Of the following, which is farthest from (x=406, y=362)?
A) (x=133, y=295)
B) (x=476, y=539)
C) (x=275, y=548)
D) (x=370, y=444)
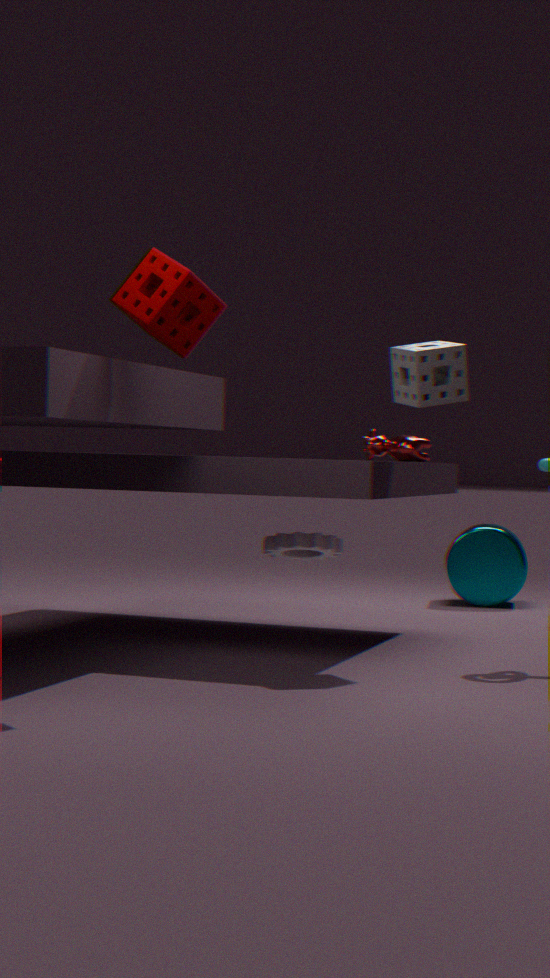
(x=476, y=539)
